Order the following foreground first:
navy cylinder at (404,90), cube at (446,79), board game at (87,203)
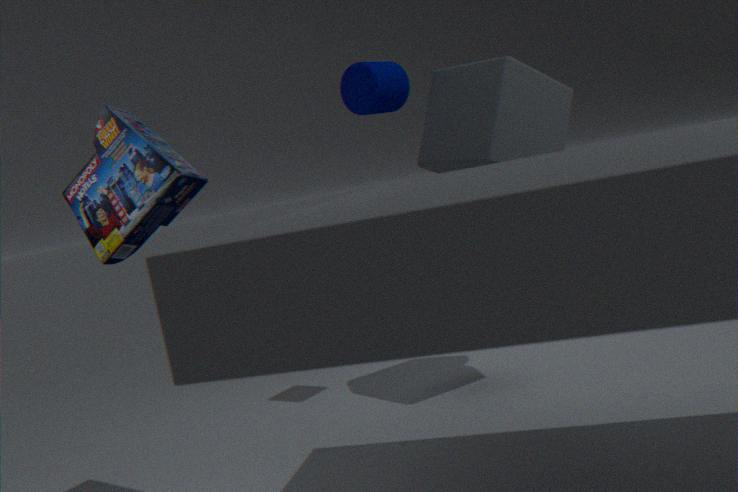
board game at (87,203), cube at (446,79), navy cylinder at (404,90)
